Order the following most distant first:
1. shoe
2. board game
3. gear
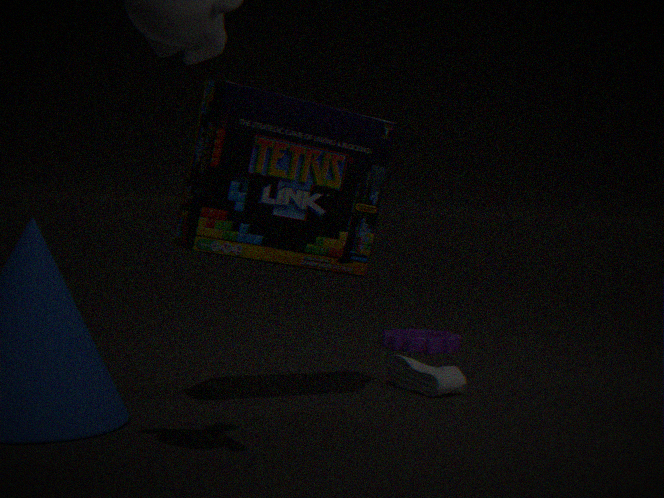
gear
shoe
board game
